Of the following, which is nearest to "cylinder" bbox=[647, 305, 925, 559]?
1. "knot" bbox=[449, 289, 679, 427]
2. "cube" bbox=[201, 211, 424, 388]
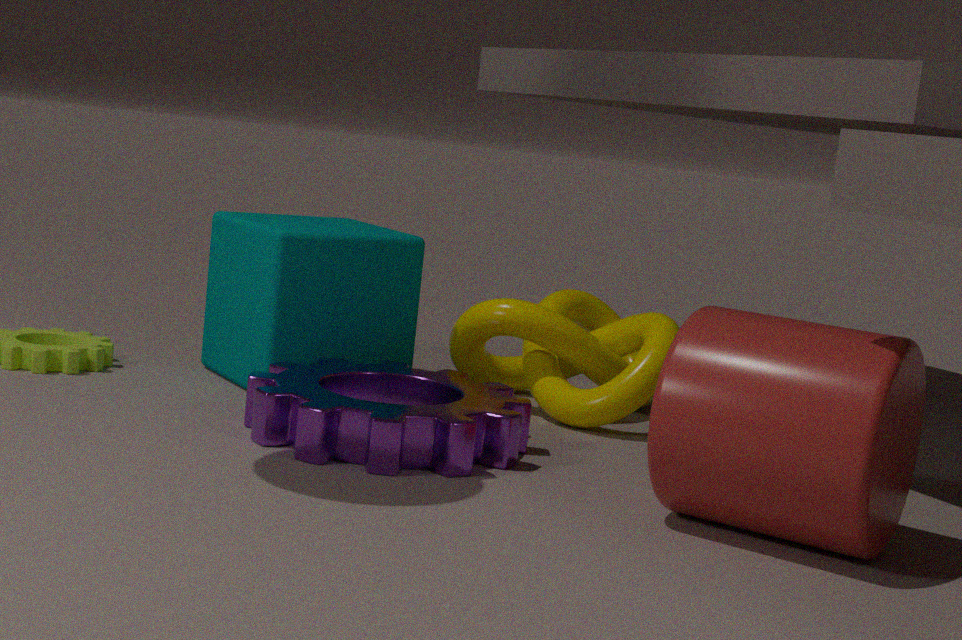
"knot" bbox=[449, 289, 679, 427]
